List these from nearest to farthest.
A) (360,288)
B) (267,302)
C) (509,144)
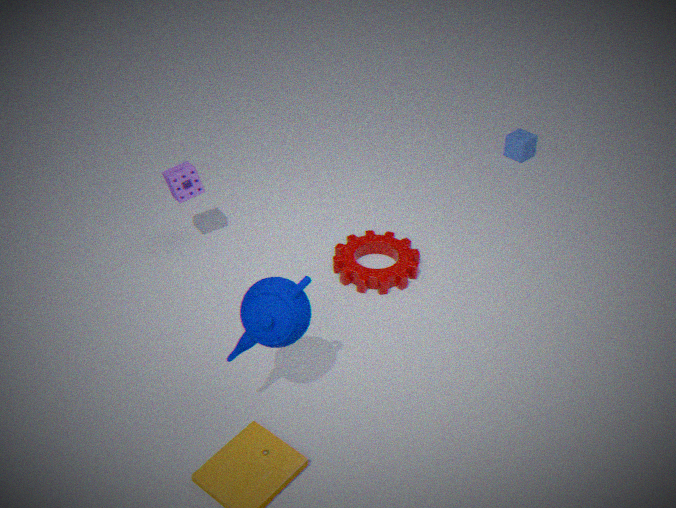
1. (267,302)
2. (360,288)
3. (509,144)
